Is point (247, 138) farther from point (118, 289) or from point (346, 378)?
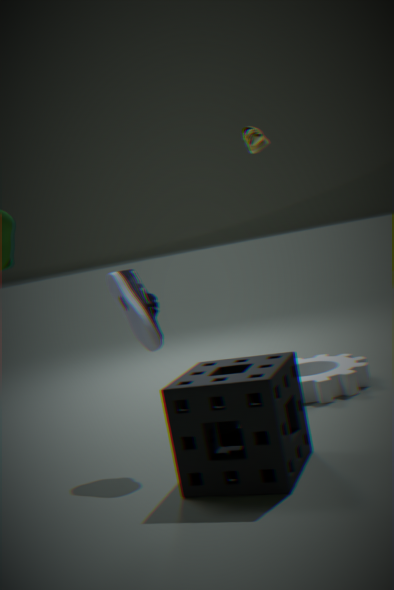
point (346, 378)
